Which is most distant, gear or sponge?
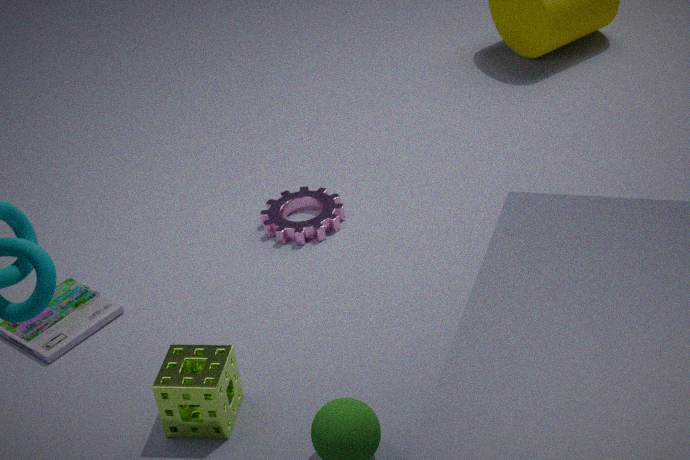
gear
